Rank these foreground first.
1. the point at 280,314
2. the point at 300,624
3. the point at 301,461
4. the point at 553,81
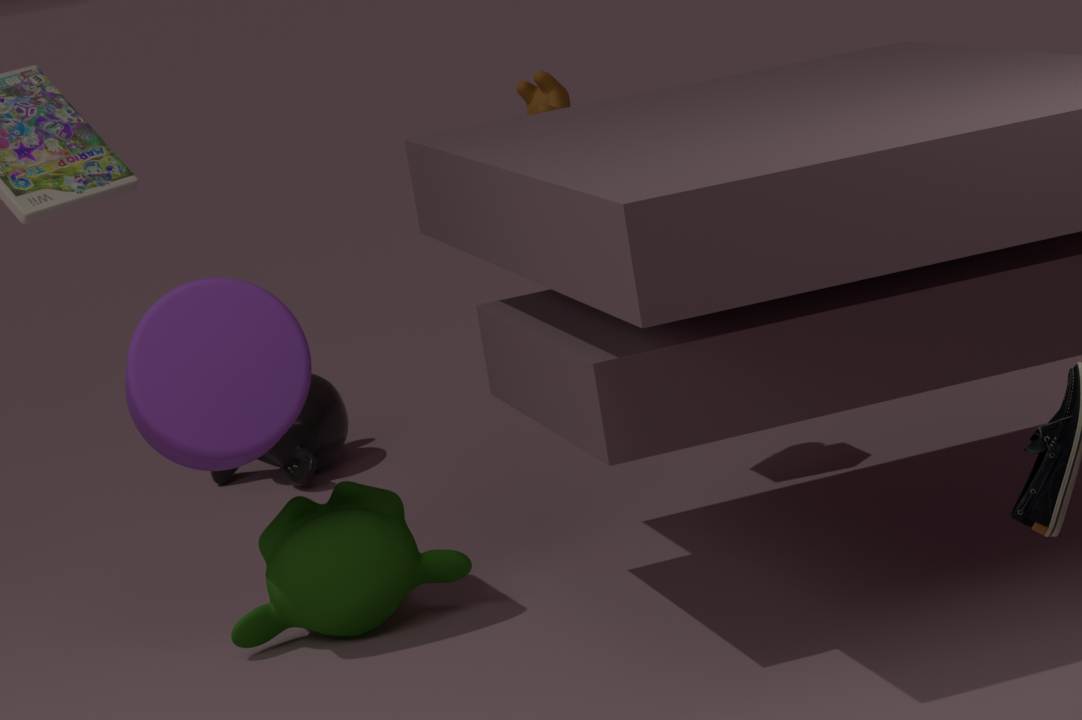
the point at 280,314 < the point at 300,624 < the point at 553,81 < the point at 301,461
